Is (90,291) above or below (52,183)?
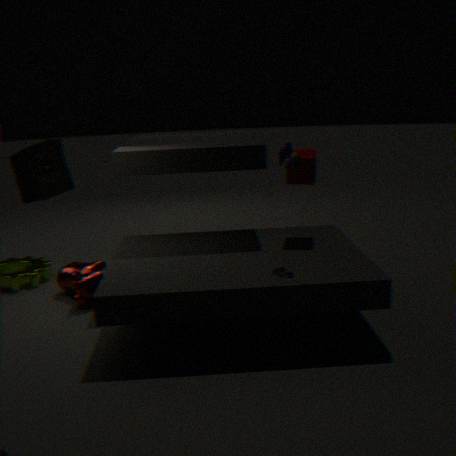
below
